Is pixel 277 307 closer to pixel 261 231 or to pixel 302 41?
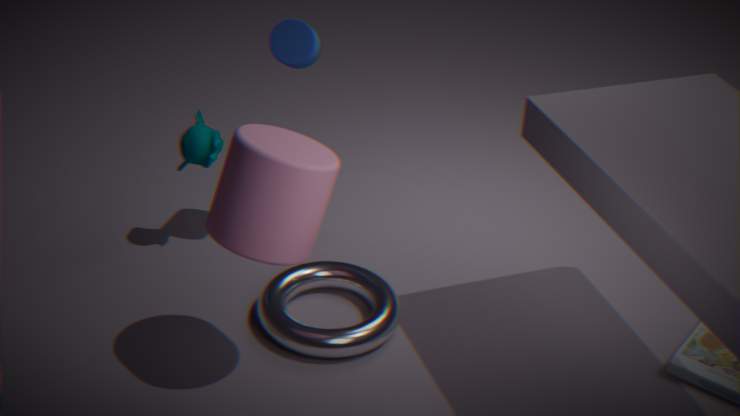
pixel 261 231
